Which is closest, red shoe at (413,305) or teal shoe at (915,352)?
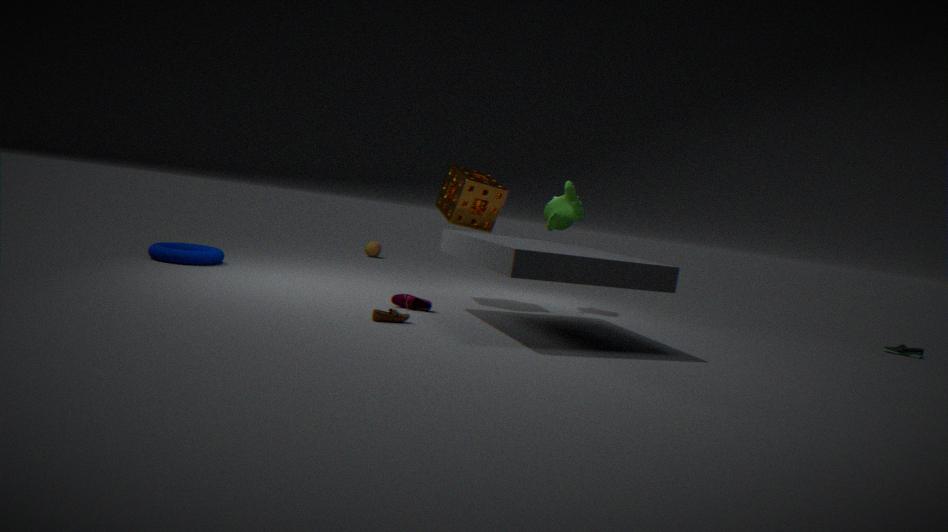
red shoe at (413,305)
